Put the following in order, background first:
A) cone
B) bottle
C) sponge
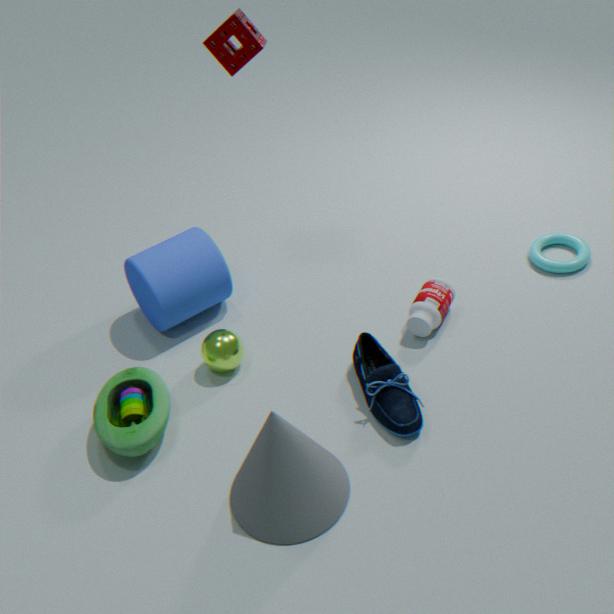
bottle
sponge
cone
